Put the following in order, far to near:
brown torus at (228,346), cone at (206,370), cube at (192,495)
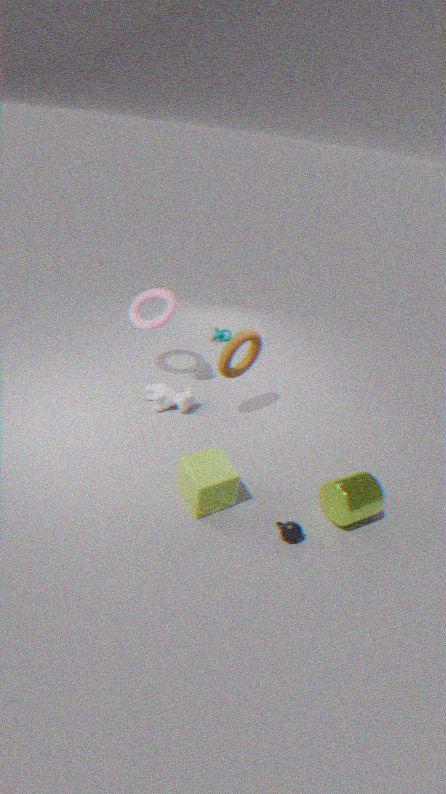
cone at (206,370), brown torus at (228,346), cube at (192,495)
